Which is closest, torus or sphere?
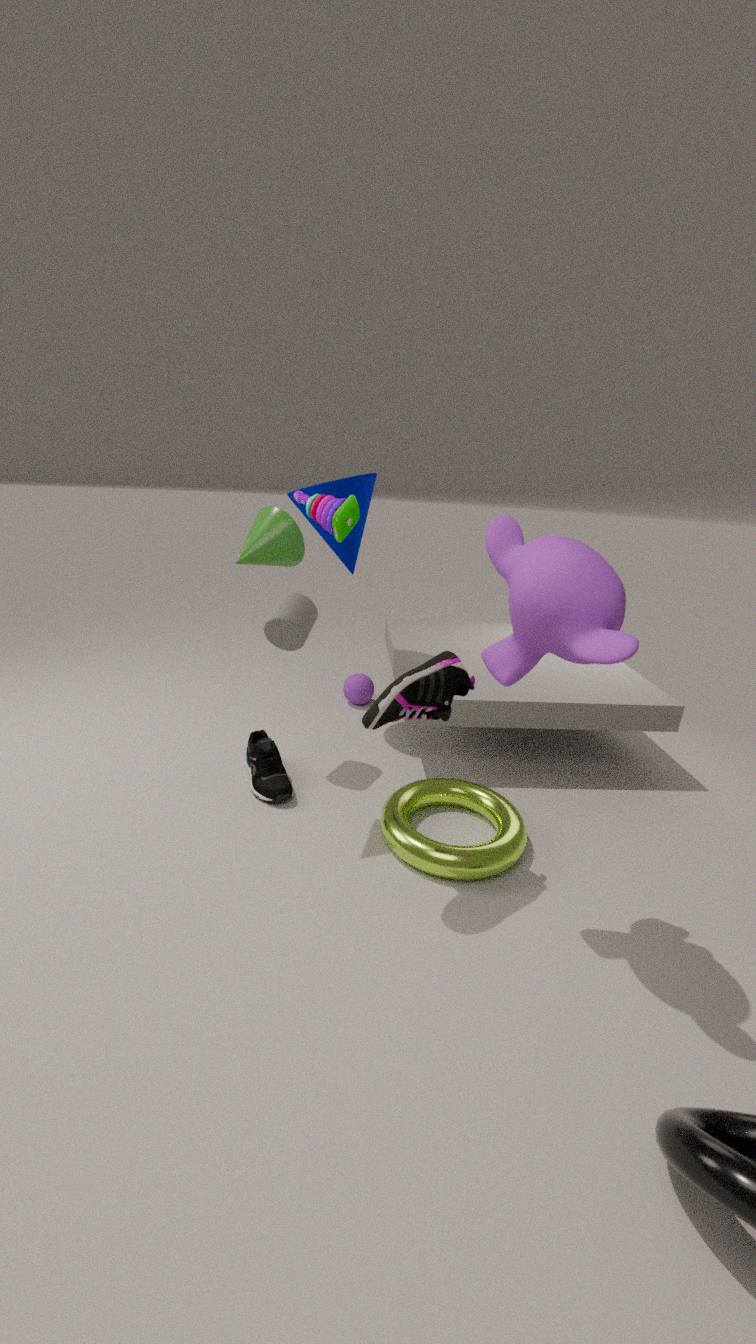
torus
